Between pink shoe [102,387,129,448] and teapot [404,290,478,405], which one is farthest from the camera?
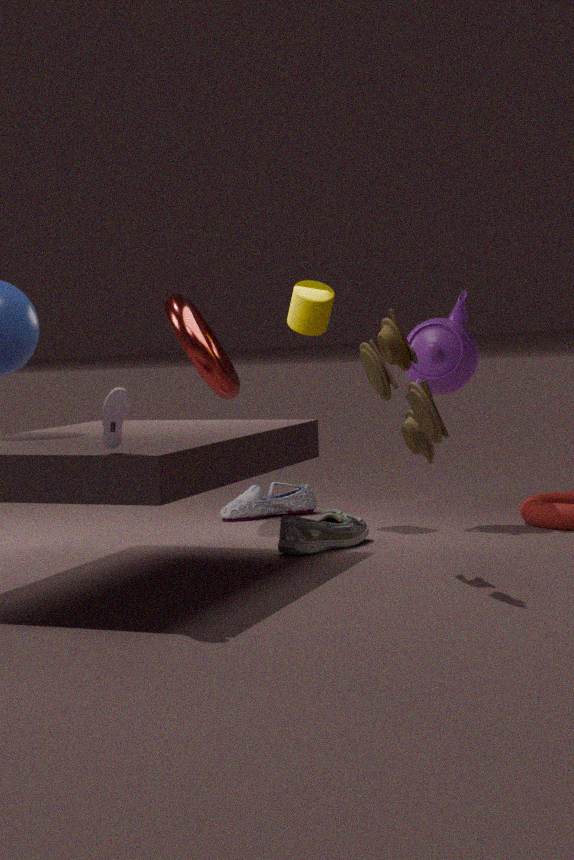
teapot [404,290,478,405]
